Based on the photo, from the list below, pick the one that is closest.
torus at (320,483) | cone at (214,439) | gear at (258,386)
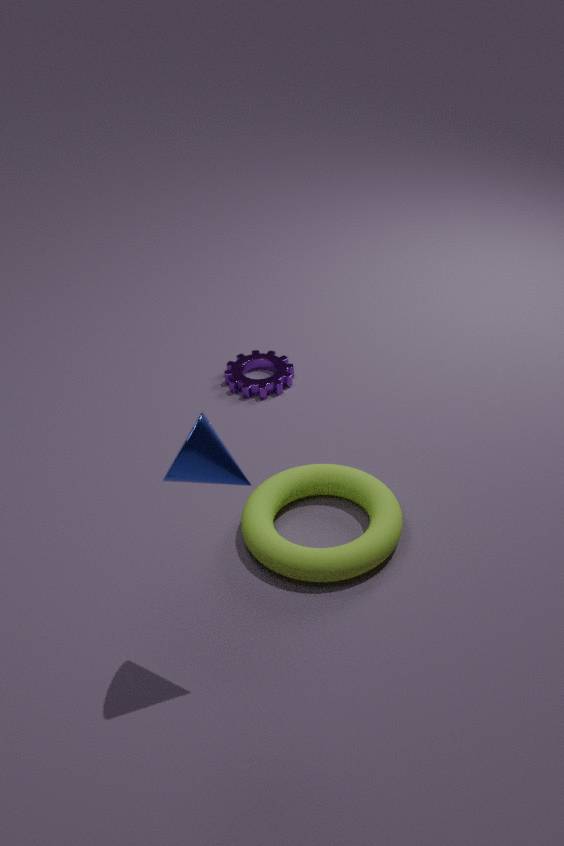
cone at (214,439)
